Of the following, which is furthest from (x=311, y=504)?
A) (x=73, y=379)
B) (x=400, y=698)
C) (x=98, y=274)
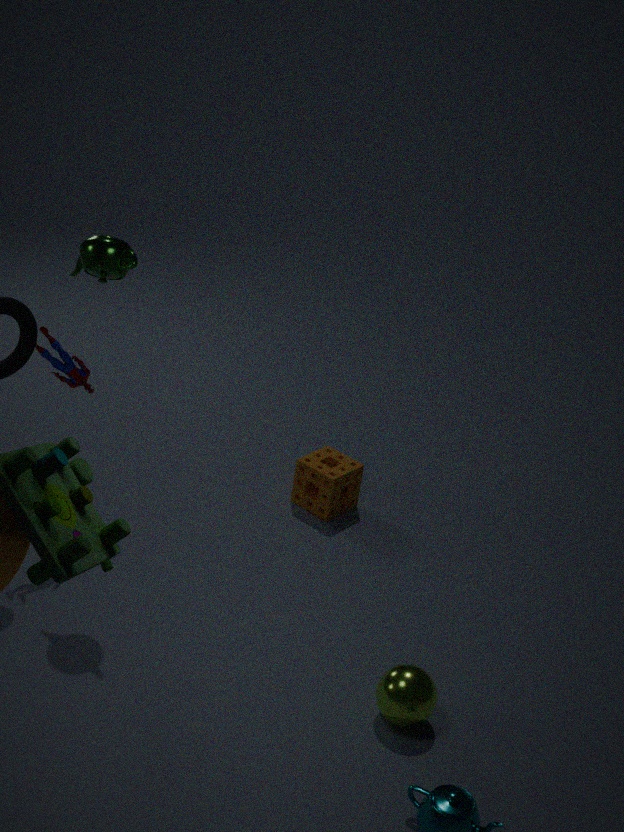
(x=98, y=274)
